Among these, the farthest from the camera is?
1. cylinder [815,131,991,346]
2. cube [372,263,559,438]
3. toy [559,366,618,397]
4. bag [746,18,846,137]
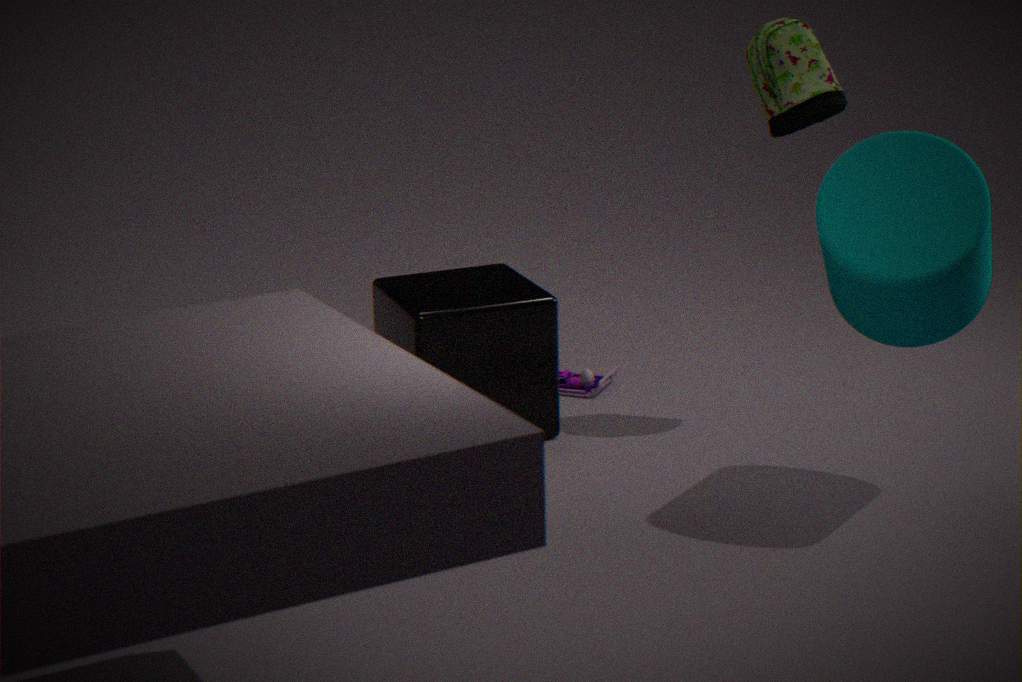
toy [559,366,618,397]
